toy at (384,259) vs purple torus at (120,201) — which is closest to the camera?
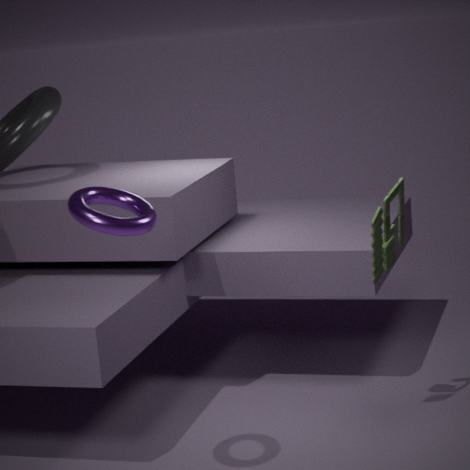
purple torus at (120,201)
